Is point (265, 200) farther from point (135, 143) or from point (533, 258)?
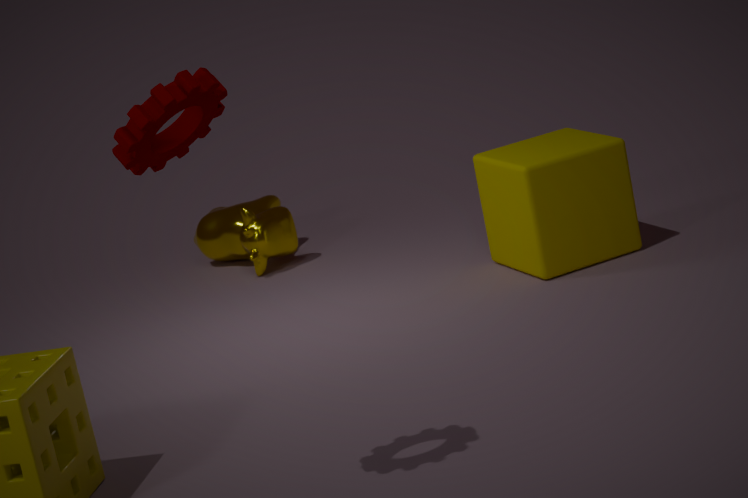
point (135, 143)
